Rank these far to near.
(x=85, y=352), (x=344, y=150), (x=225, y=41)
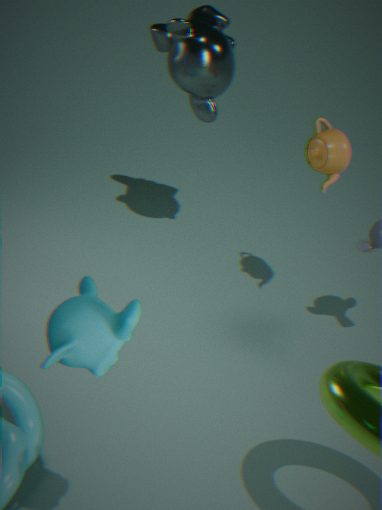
(x=225, y=41) → (x=344, y=150) → (x=85, y=352)
